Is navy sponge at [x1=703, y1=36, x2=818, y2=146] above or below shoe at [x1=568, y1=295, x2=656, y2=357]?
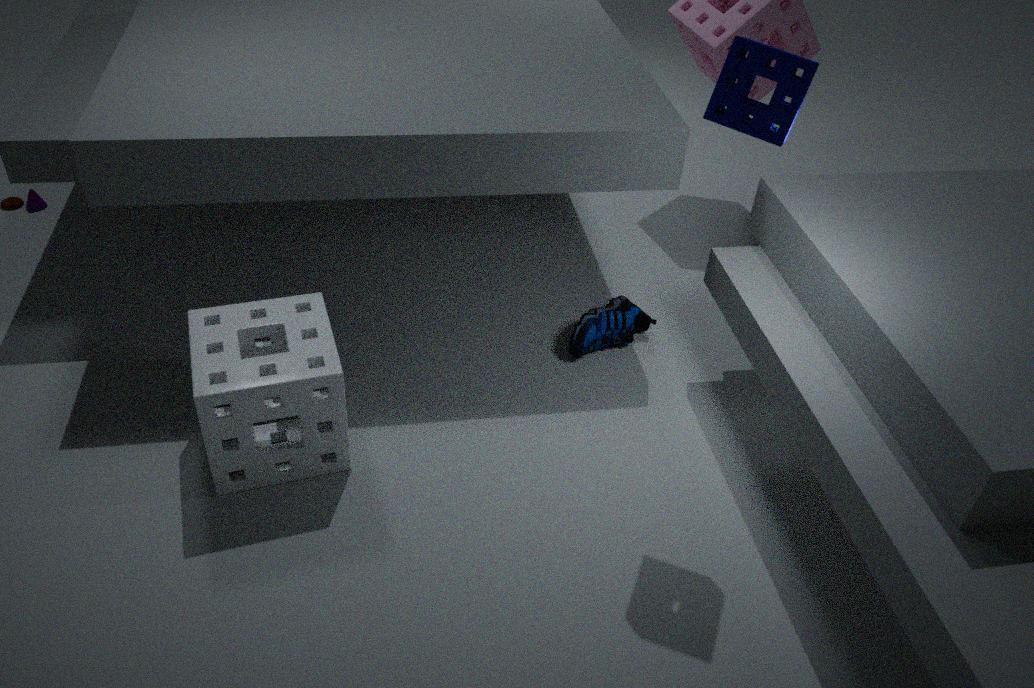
above
